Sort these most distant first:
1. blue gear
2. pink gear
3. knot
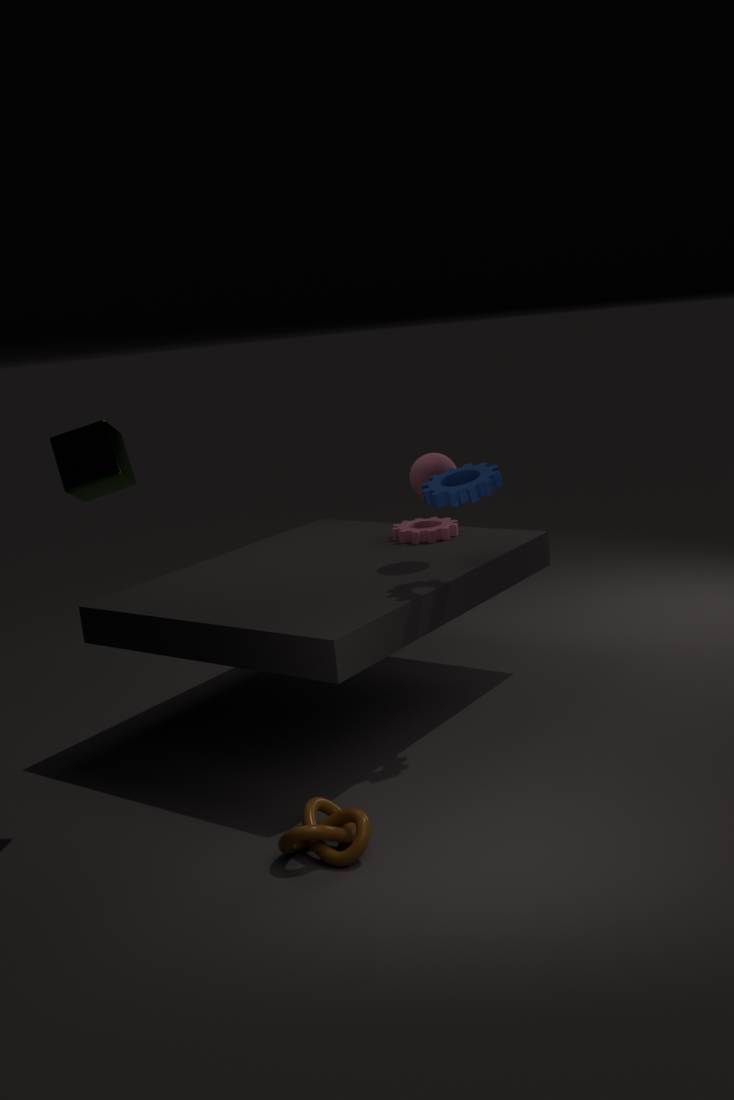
1. pink gear
2. blue gear
3. knot
